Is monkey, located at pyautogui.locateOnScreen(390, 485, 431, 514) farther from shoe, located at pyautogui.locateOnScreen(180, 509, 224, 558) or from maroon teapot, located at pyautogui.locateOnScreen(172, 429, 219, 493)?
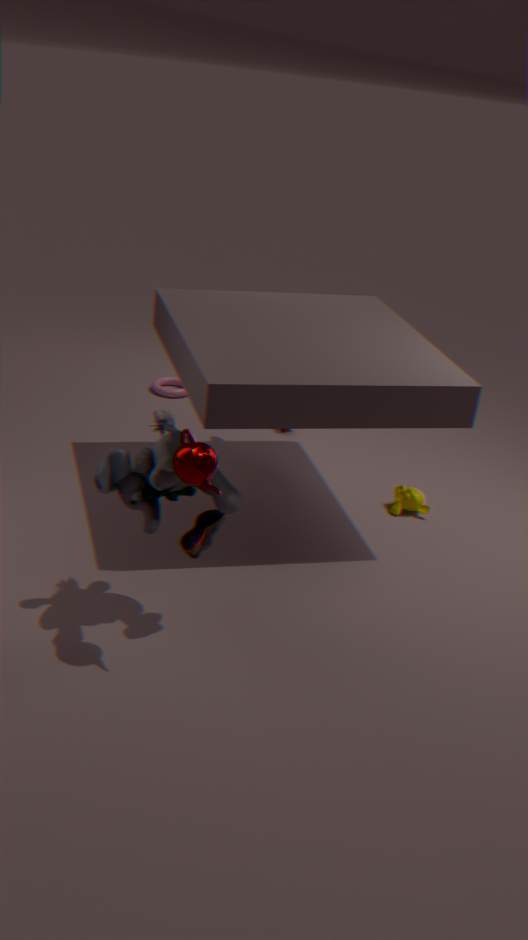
maroon teapot, located at pyautogui.locateOnScreen(172, 429, 219, 493)
